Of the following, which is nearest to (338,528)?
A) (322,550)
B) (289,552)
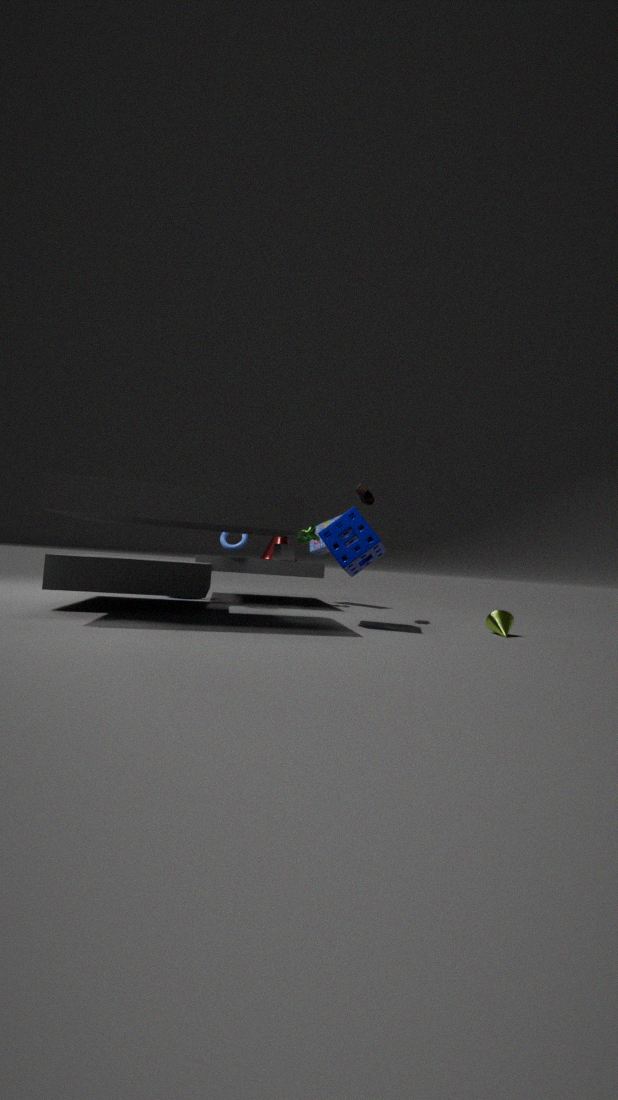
(289,552)
